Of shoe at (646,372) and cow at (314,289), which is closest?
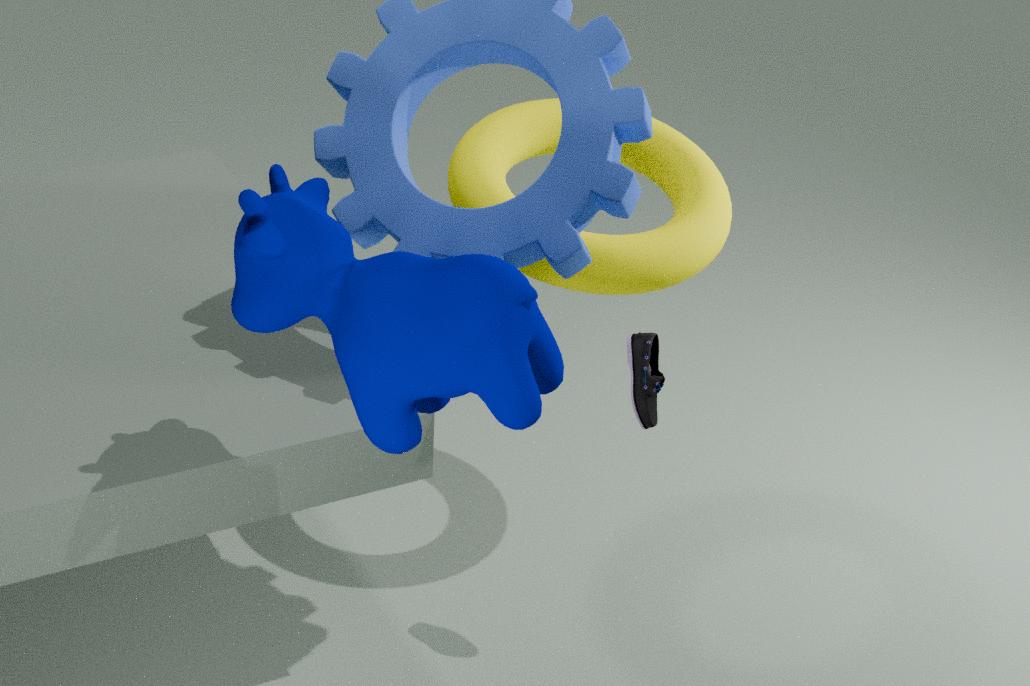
cow at (314,289)
